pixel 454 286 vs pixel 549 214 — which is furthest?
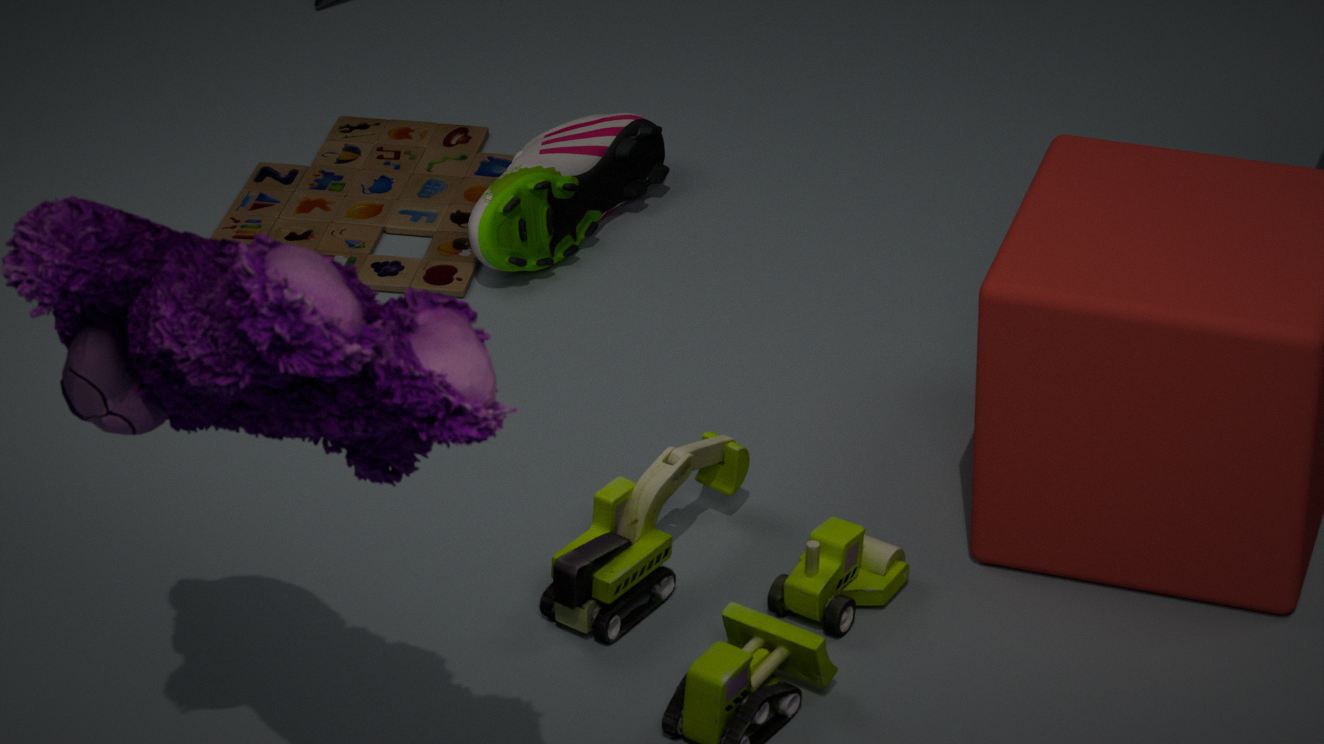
pixel 549 214
